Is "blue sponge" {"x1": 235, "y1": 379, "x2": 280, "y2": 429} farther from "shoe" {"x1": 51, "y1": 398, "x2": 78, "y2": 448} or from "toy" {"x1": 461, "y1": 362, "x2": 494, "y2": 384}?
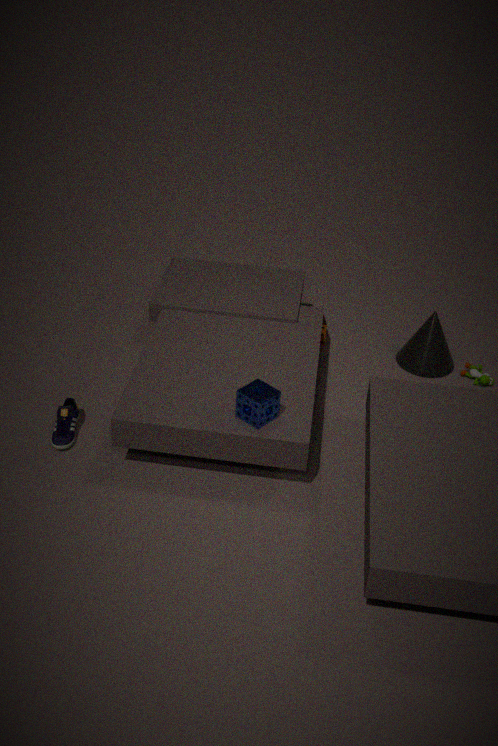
"toy" {"x1": 461, "y1": 362, "x2": 494, "y2": 384}
